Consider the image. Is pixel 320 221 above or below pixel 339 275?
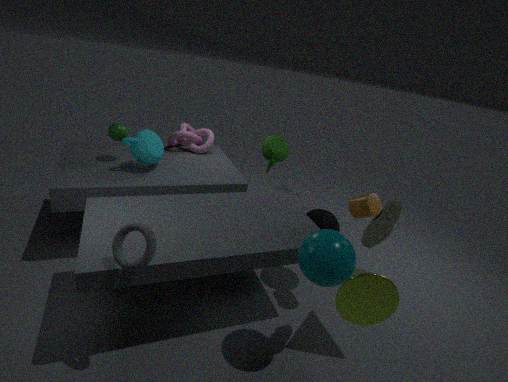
below
